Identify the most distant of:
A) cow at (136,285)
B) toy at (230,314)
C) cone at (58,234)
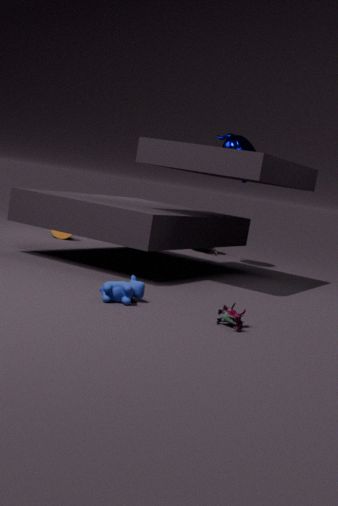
cone at (58,234)
